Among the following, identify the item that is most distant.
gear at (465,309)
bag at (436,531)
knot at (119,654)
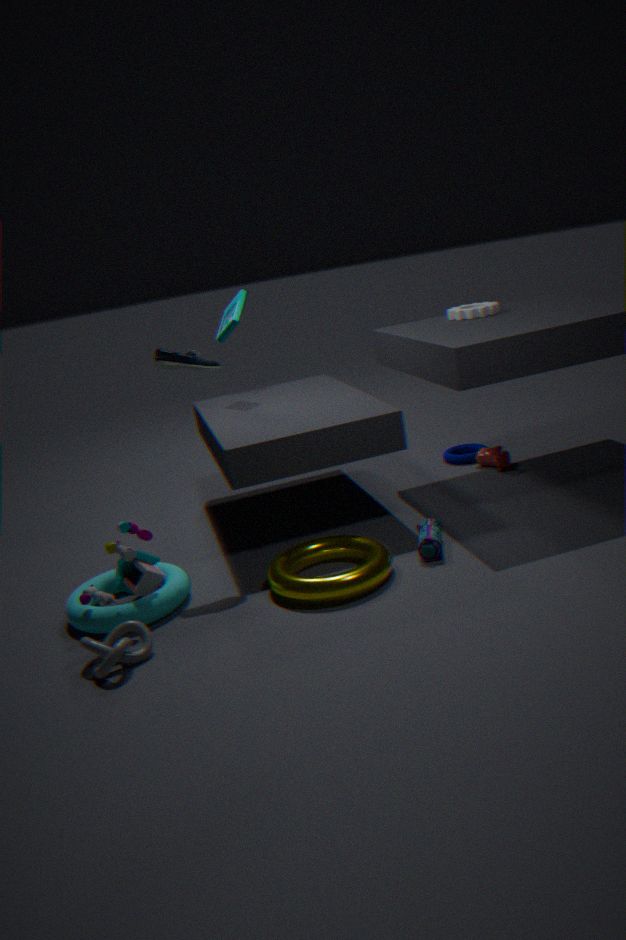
gear at (465,309)
